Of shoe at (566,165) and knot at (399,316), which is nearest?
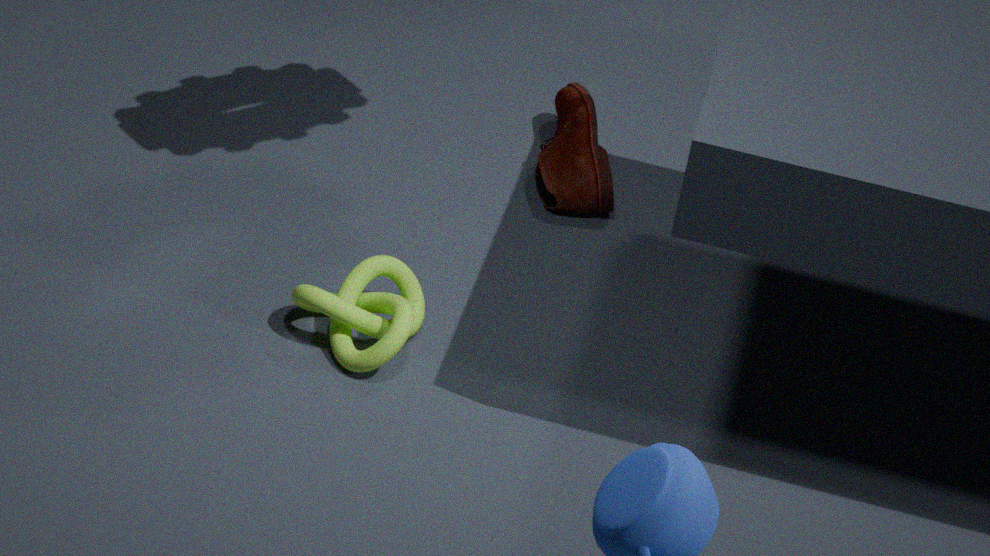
knot at (399,316)
